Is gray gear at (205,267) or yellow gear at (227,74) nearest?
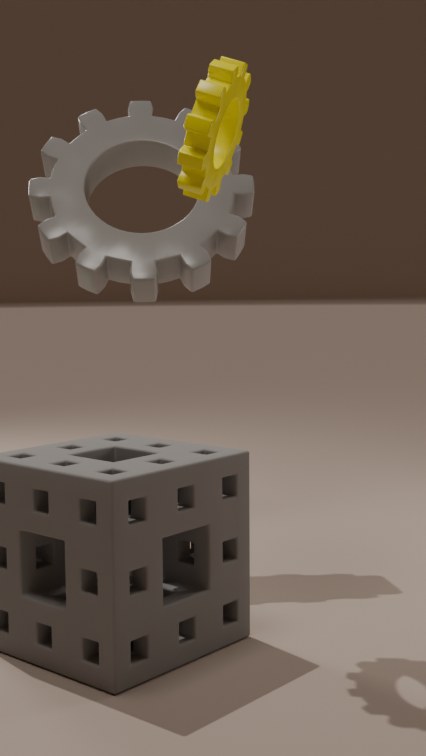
yellow gear at (227,74)
